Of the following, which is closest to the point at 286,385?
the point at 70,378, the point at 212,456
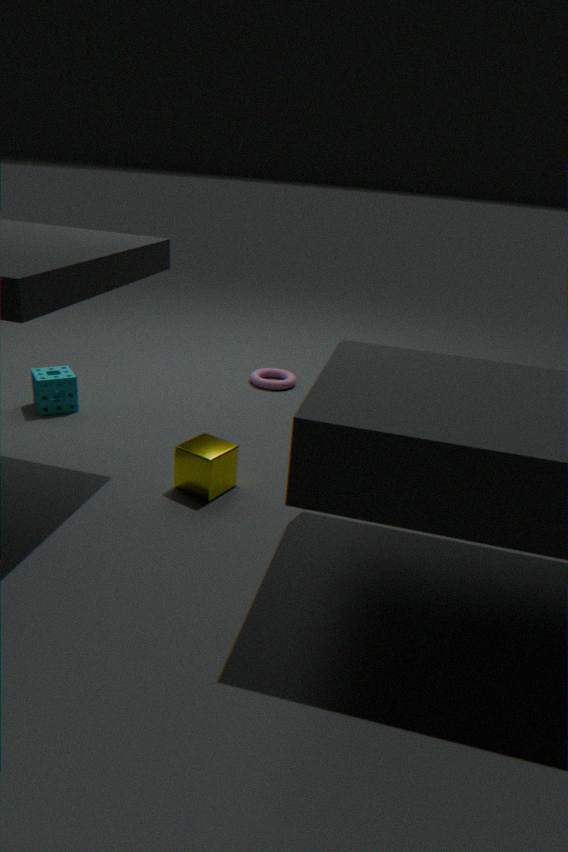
the point at 70,378
